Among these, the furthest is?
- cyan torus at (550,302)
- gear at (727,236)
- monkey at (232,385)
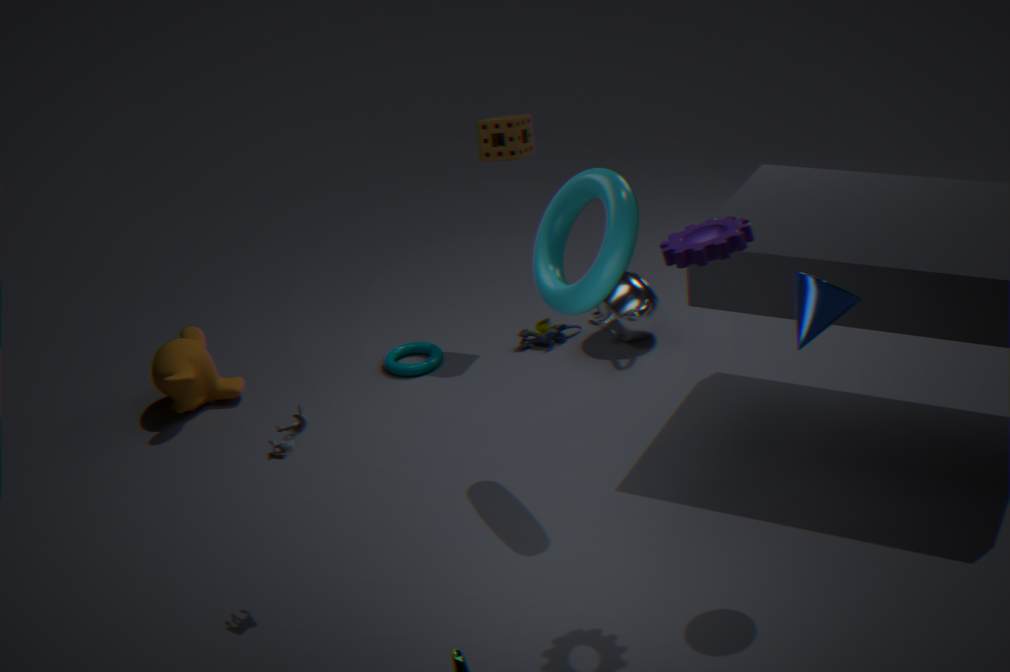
monkey at (232,385)
